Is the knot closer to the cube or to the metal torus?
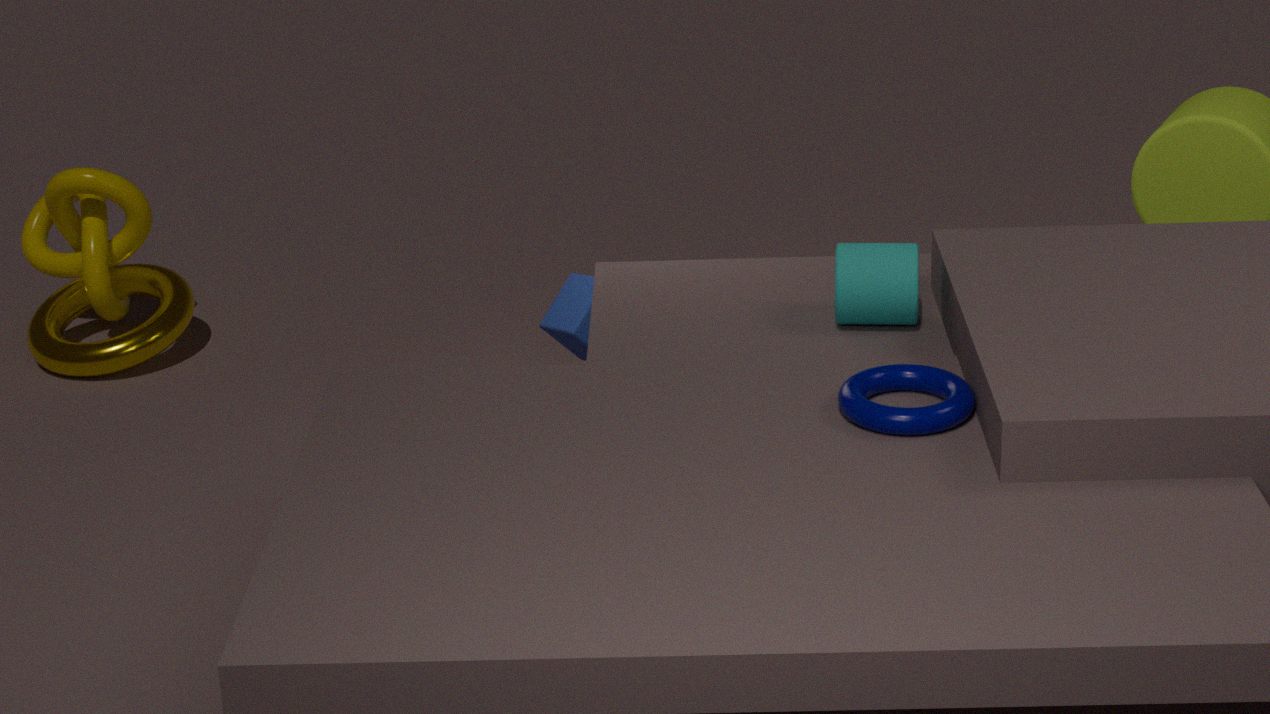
the metal torus
